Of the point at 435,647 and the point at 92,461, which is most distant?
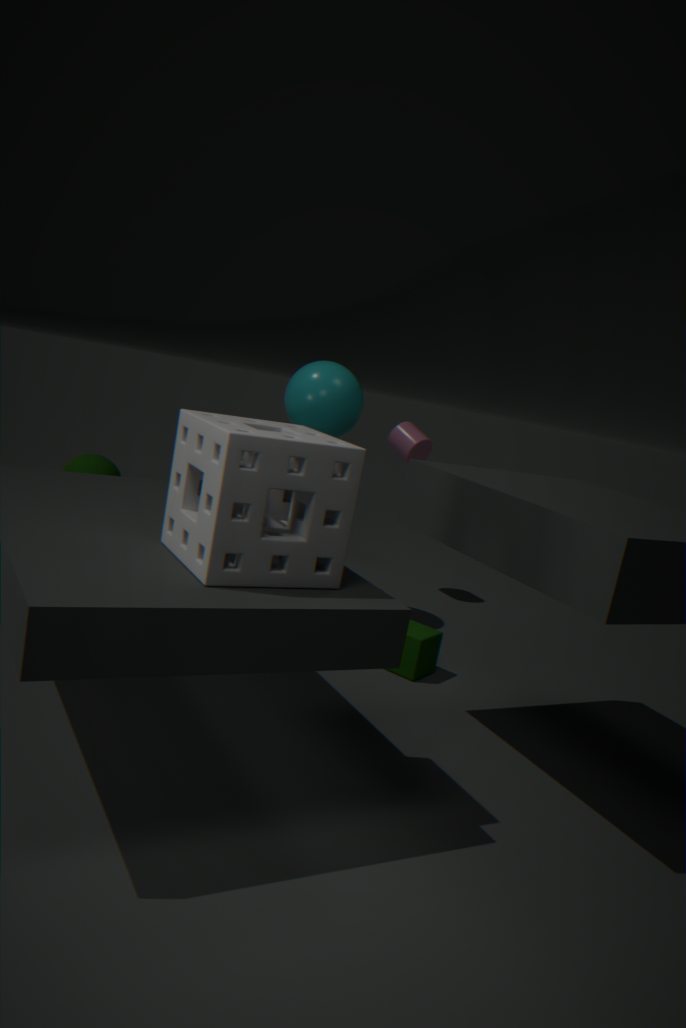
the point at 92,461
